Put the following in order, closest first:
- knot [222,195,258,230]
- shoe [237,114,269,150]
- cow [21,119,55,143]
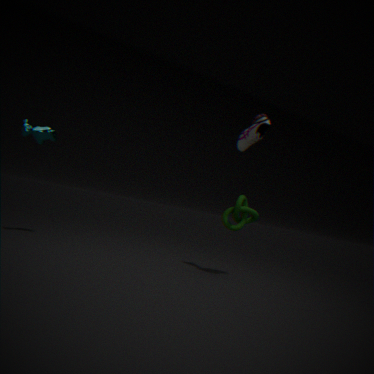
shoe [237,114,269,150] → knot [222,195,258,230] → cow [21,119,55,143]
